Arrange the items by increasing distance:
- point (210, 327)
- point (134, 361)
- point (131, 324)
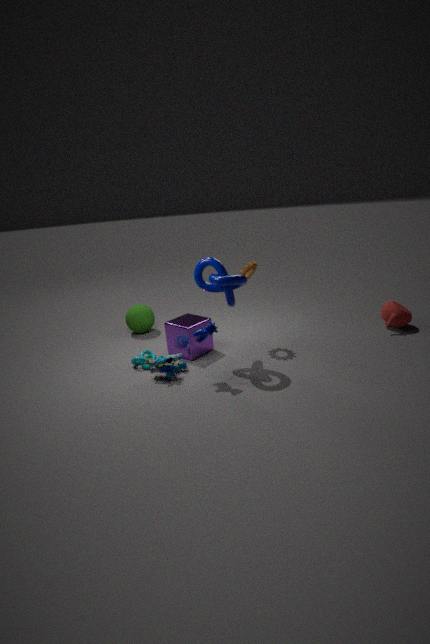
point (210, 327) < point (134, 361) < point (131, 324)
